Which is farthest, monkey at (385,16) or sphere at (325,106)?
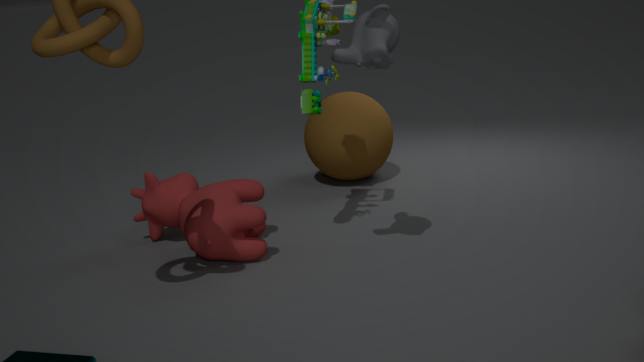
sphere at (325,106)
